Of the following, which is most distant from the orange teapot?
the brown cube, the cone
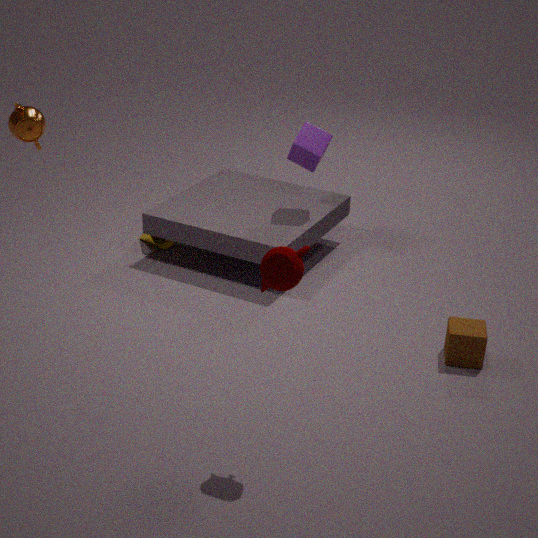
the brown cube
